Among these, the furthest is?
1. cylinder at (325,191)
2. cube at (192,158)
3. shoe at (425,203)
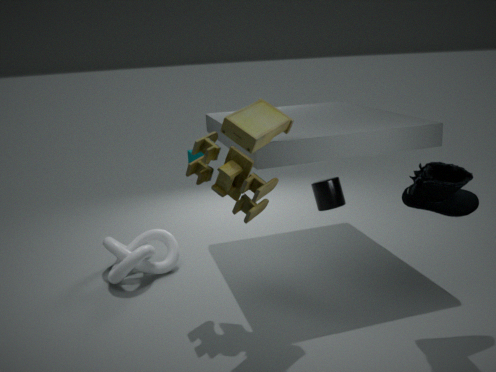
cube at (192,158)
